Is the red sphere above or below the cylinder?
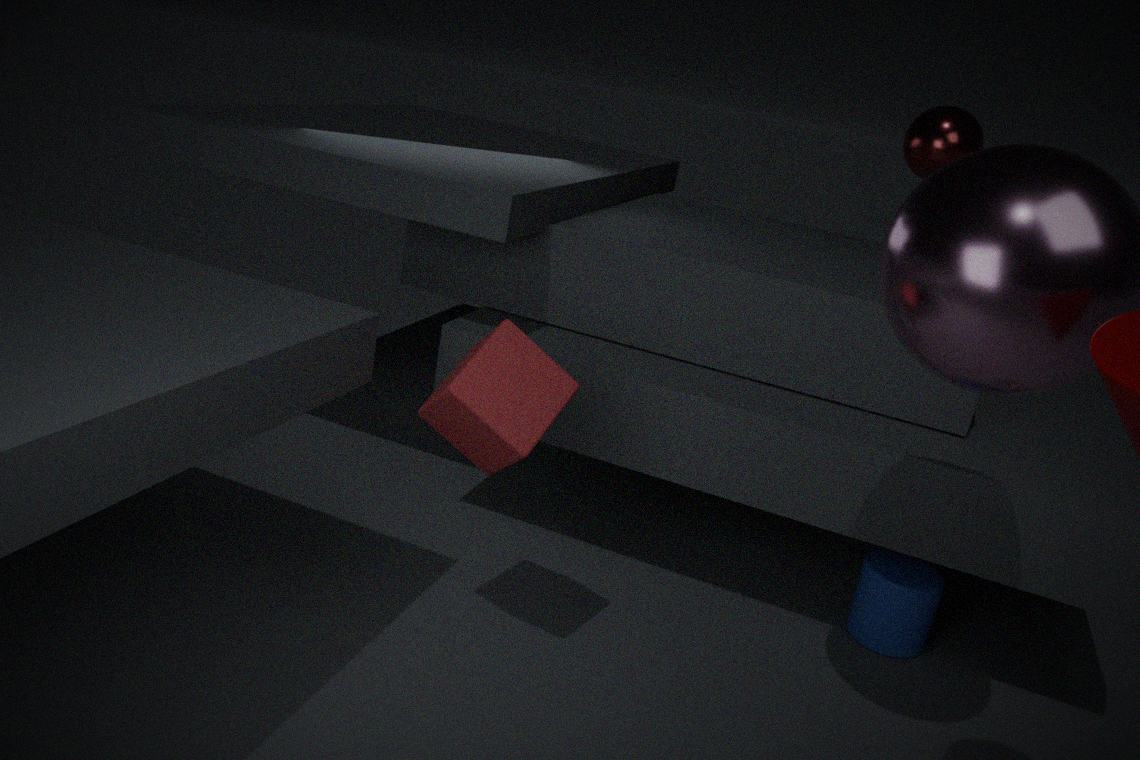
above
